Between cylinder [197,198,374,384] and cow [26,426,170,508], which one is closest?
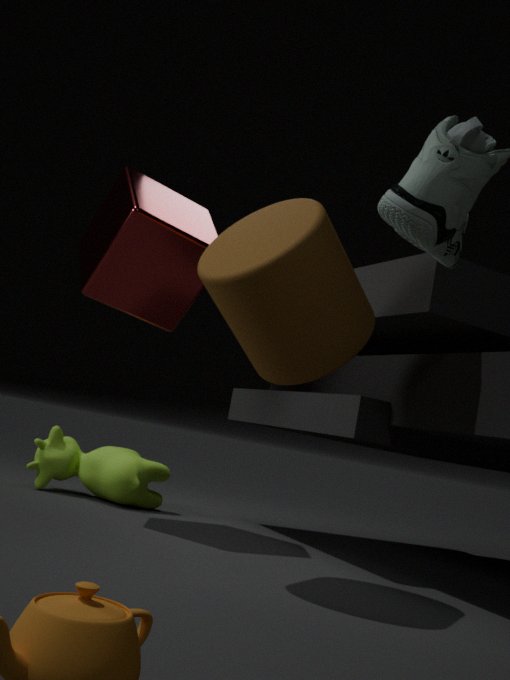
cylinder [197,198,374,384]
